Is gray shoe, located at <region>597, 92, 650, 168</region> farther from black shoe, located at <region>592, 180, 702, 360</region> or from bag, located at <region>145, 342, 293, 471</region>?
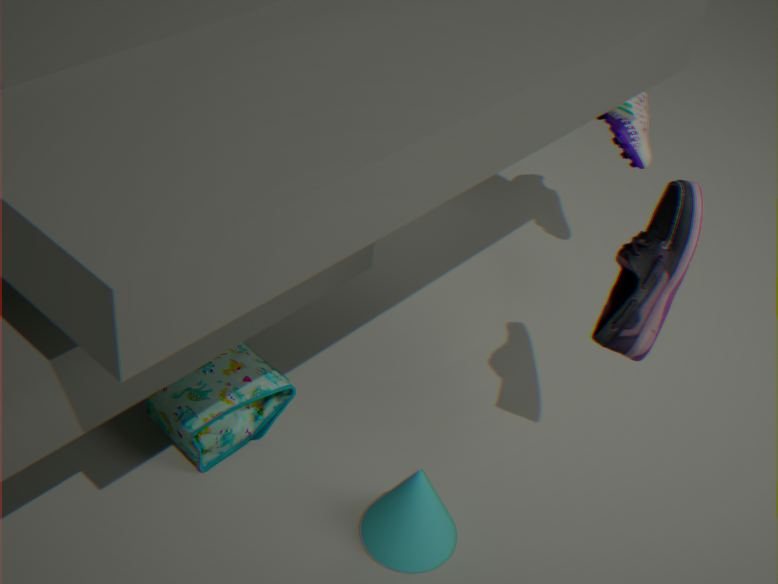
bag, located at <region>145, 342, 293, 471</region>
